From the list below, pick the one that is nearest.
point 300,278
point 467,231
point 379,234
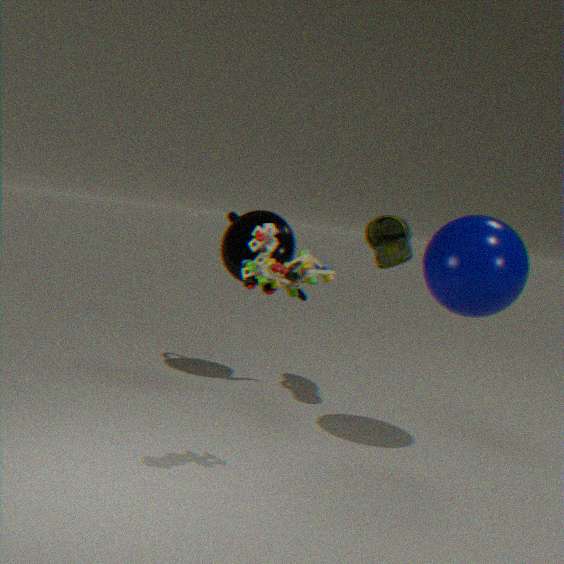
point 300,278
